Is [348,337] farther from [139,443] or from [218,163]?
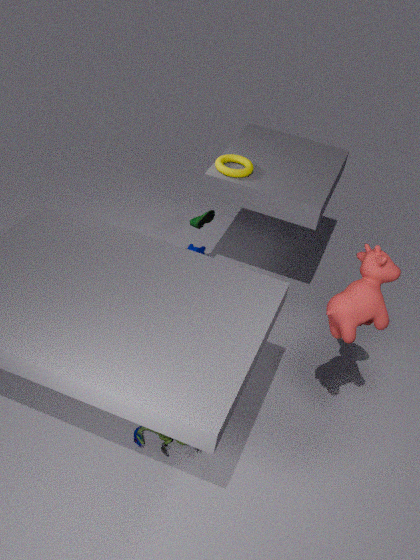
[218,163]
